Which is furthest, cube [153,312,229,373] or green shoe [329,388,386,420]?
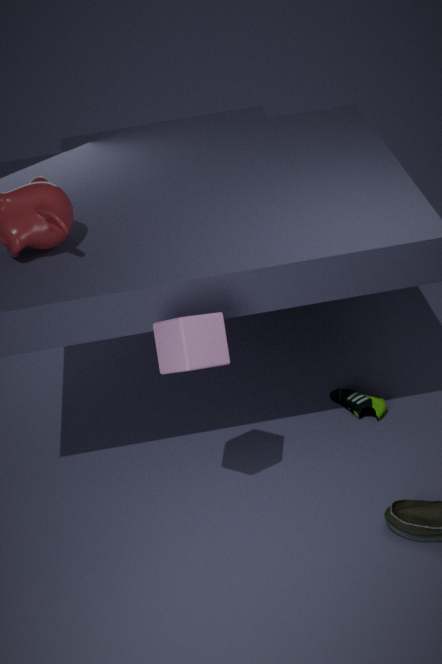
green shoe [329,388,386,420]
